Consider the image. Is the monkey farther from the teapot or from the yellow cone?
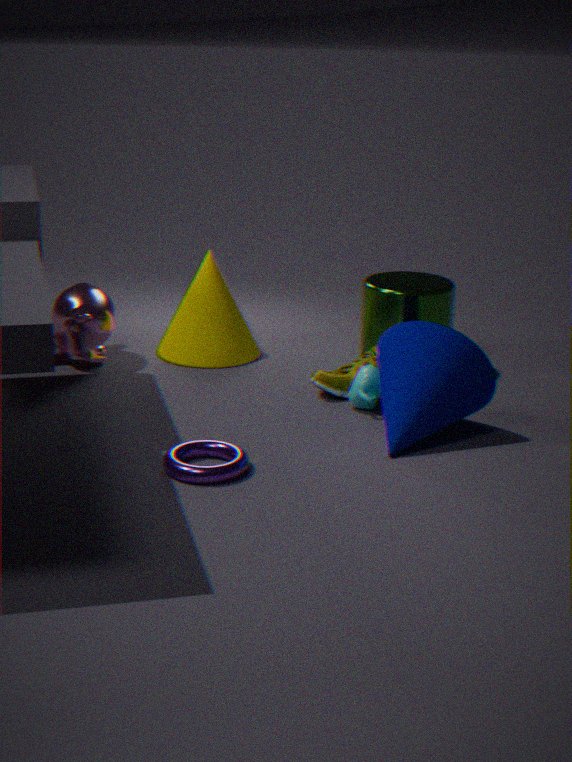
the teapot
